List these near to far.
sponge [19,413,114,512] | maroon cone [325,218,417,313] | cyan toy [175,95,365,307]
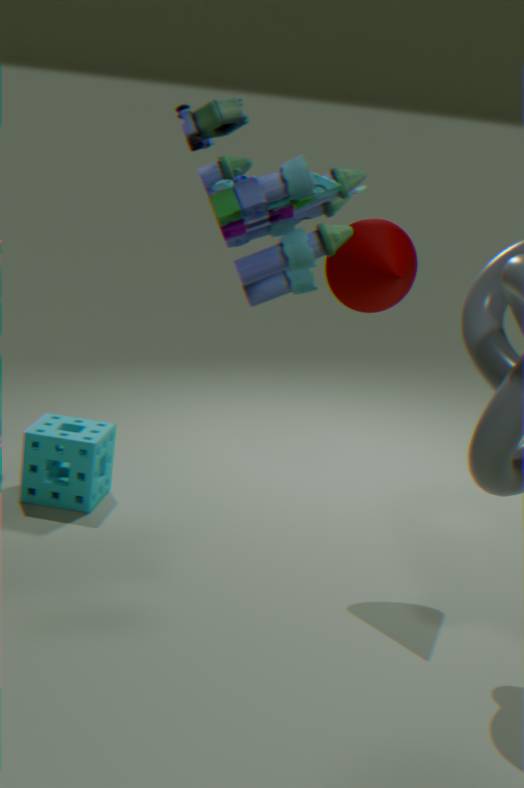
cyan toy [175,95,365,307], maroon cone [325,218,417,313], sponge [19,413,114,512]
